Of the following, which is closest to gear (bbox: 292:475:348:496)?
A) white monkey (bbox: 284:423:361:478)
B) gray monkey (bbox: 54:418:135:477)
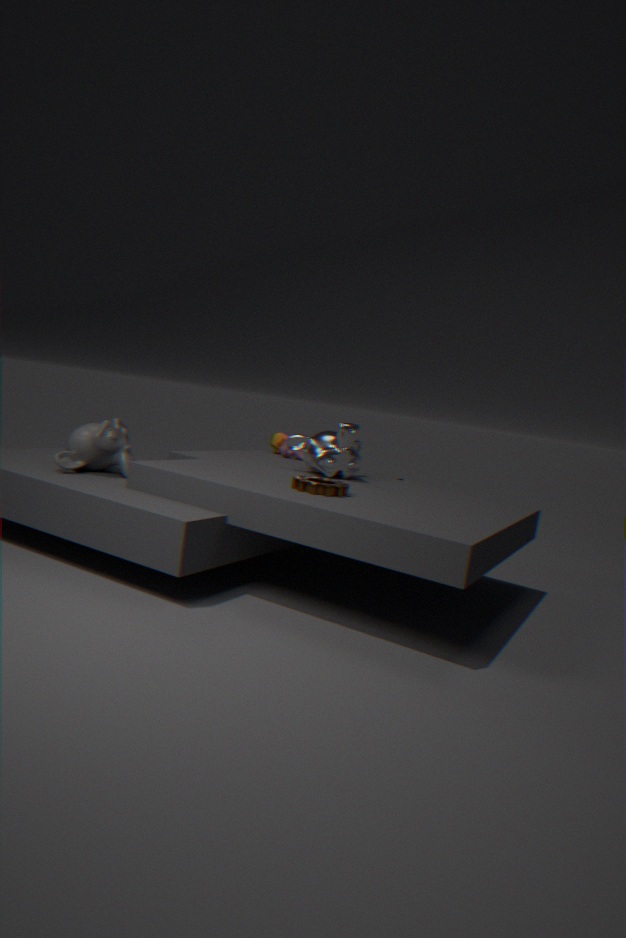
white monkey (bbox: 284:423:361:478)
